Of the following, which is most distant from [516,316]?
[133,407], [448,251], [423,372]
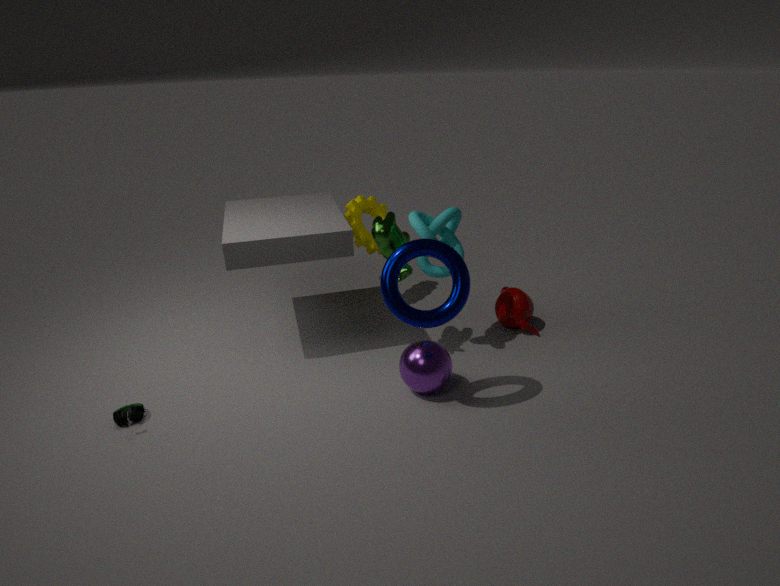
[133,407]
